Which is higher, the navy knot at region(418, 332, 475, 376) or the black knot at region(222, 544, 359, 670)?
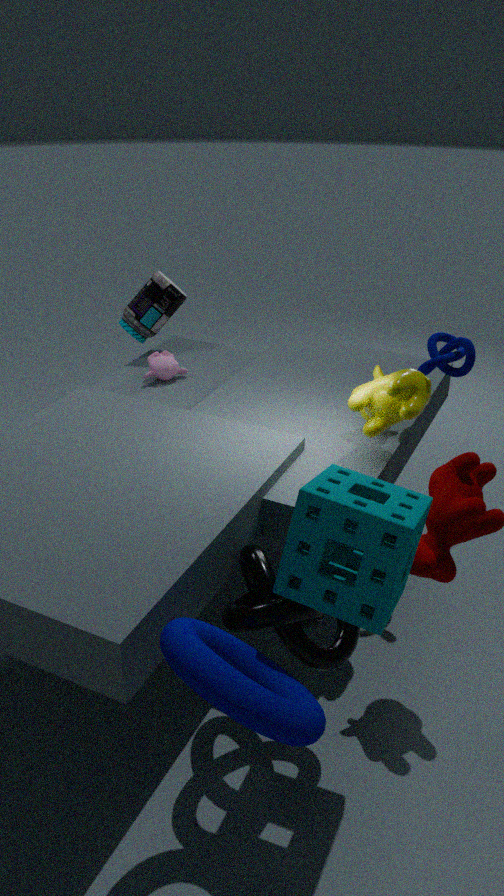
the navy knot at region(418, 332, 475, 376)
